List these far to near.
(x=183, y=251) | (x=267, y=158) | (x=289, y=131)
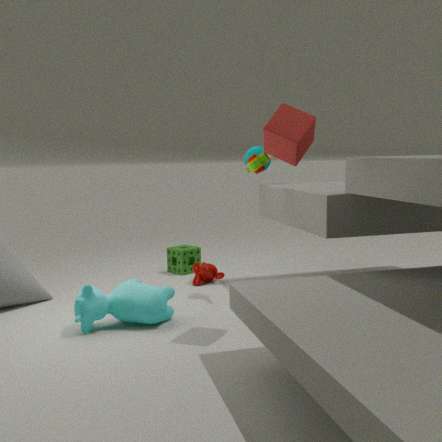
(x=183, y=251) → (x=267, y=158) → (x=289, y=131)
